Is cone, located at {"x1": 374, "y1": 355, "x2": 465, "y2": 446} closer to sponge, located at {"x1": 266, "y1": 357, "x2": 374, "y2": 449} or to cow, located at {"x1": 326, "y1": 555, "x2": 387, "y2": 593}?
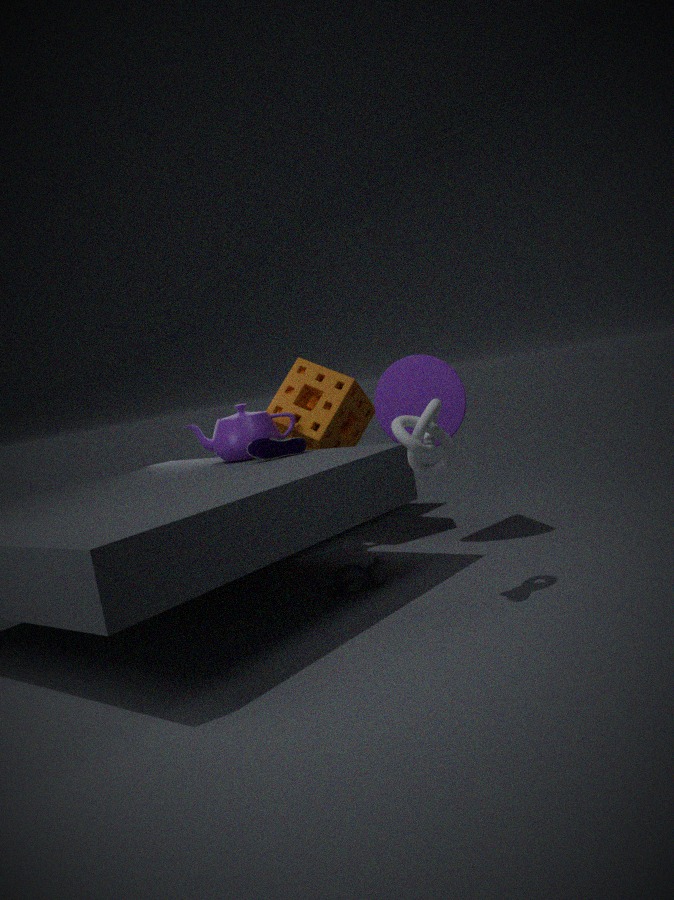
sponge, located at {"x1": 266, "y1": 357, "x2": 374, "y2": 449}
